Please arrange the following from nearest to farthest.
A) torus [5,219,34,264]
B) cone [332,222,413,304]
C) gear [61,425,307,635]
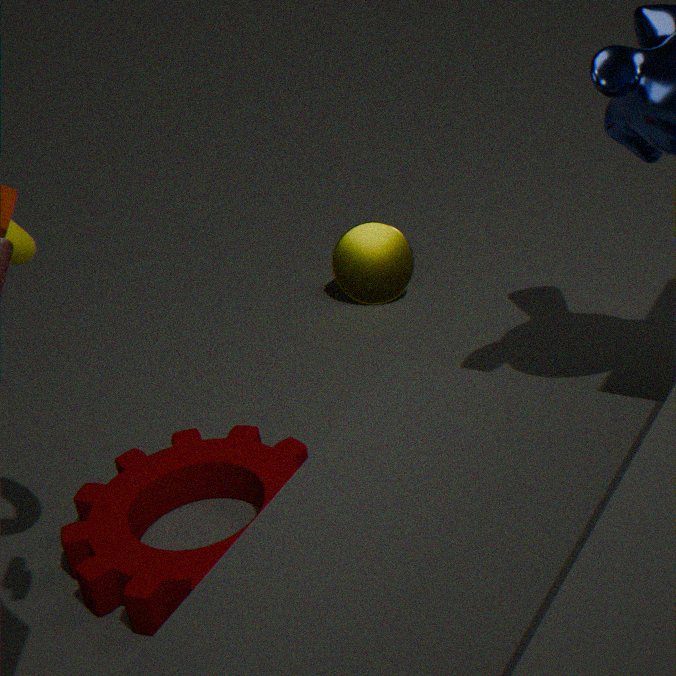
torus [5,219,34,264] → gear [61,425,307,635] → cone [332,222,413,304]
